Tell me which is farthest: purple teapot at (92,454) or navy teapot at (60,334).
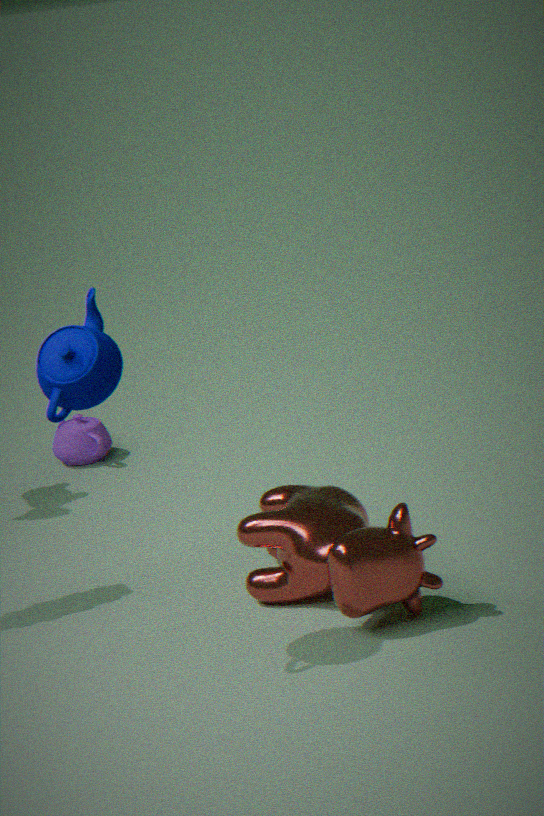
purple teapot at (92,454)
